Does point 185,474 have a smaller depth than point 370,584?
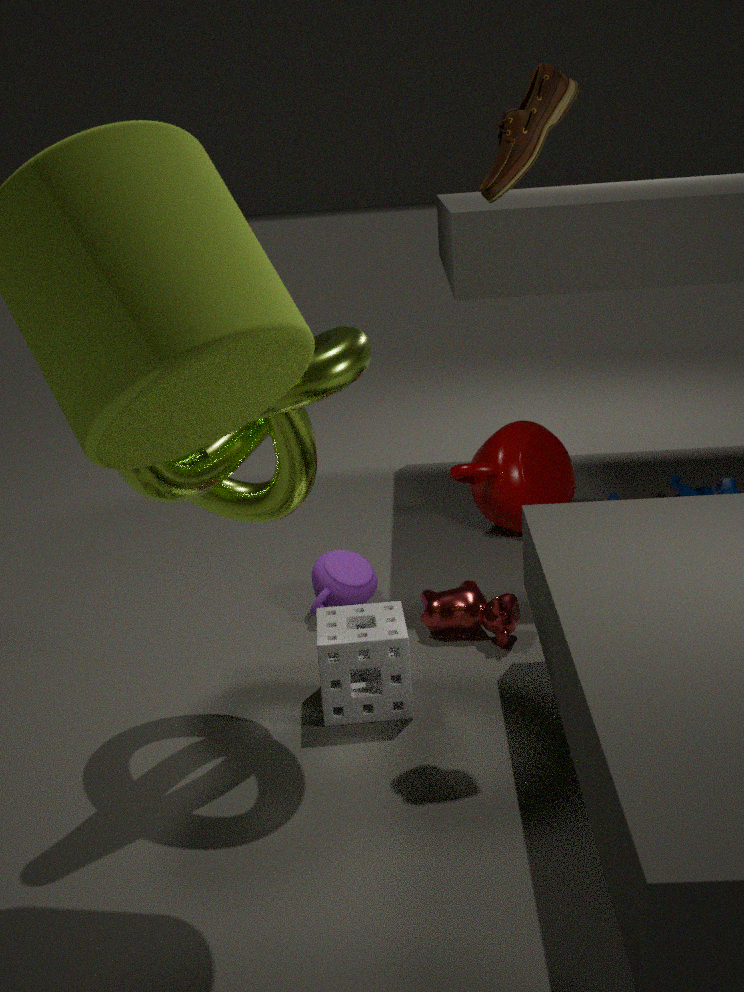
Yes
